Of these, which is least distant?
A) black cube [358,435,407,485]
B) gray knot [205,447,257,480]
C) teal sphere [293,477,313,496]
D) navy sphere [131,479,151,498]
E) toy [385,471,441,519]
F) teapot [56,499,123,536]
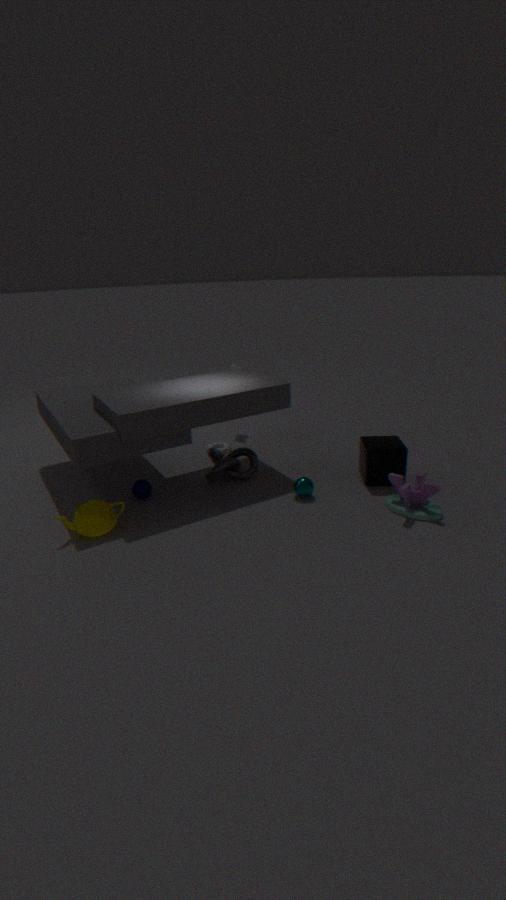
teapot [56,499,123,536]
